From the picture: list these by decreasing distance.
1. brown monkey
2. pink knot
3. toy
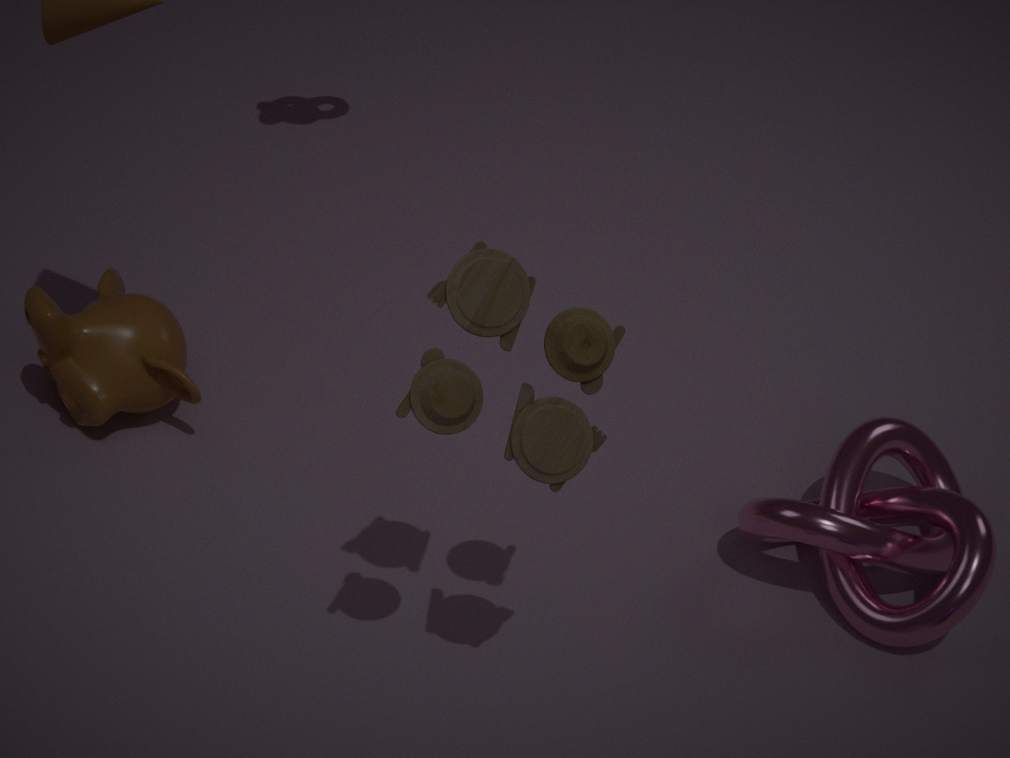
brown monkey, pink knot, toy
